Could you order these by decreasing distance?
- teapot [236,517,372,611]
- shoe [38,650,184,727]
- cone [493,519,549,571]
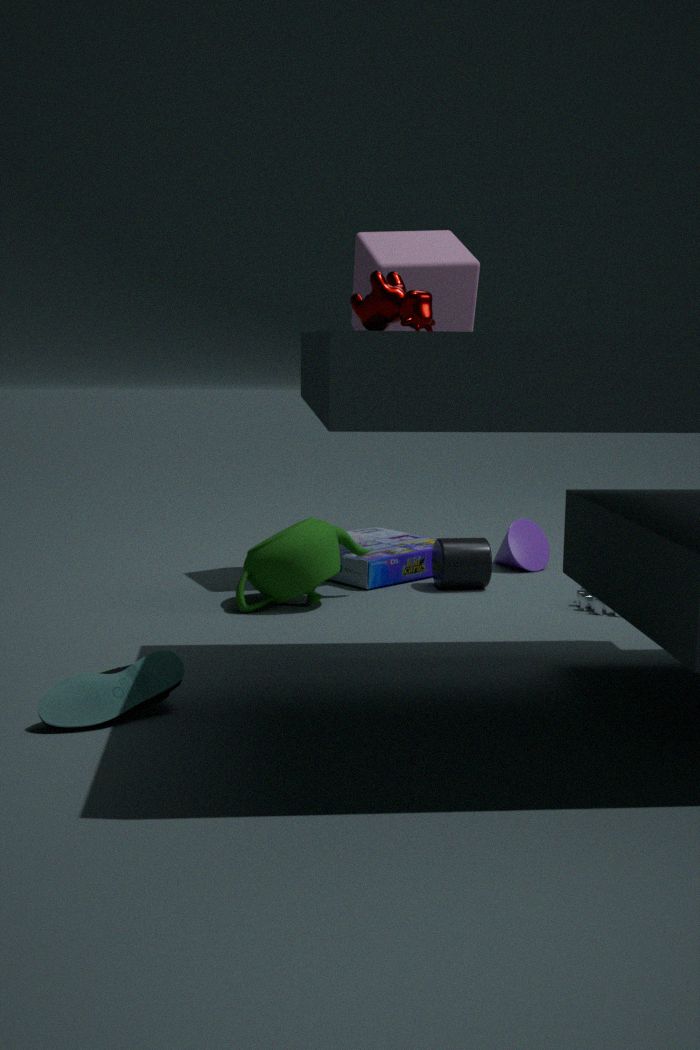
cone [493,519,549,571] → teapot [236,517,372,611] → shoe [38,650,184,727]
